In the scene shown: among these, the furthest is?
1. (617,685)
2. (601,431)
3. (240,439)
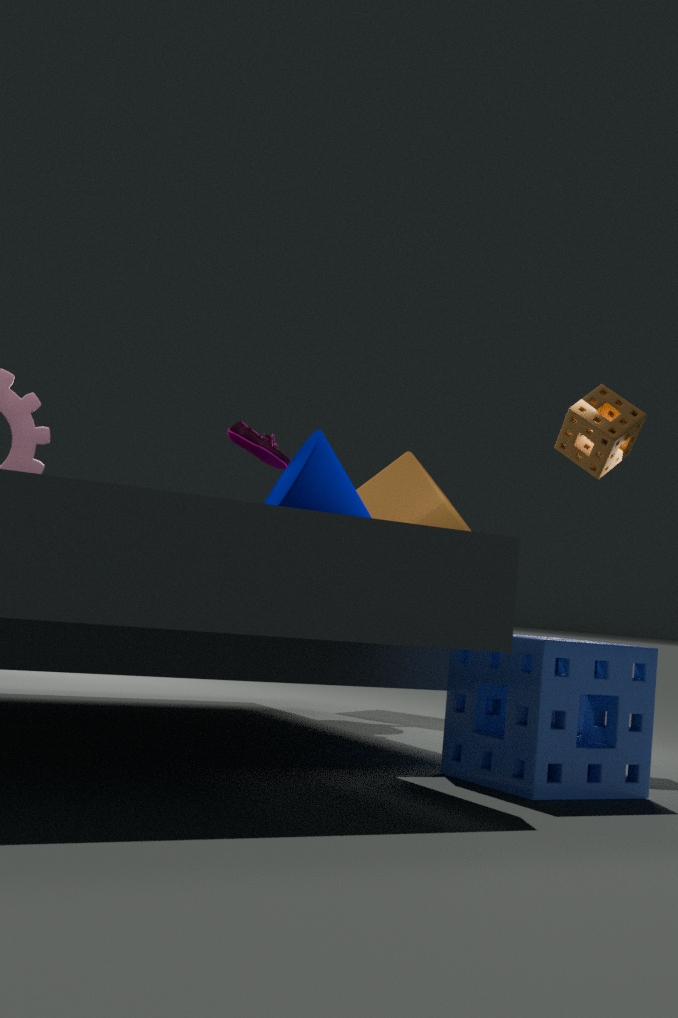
(240,439)
